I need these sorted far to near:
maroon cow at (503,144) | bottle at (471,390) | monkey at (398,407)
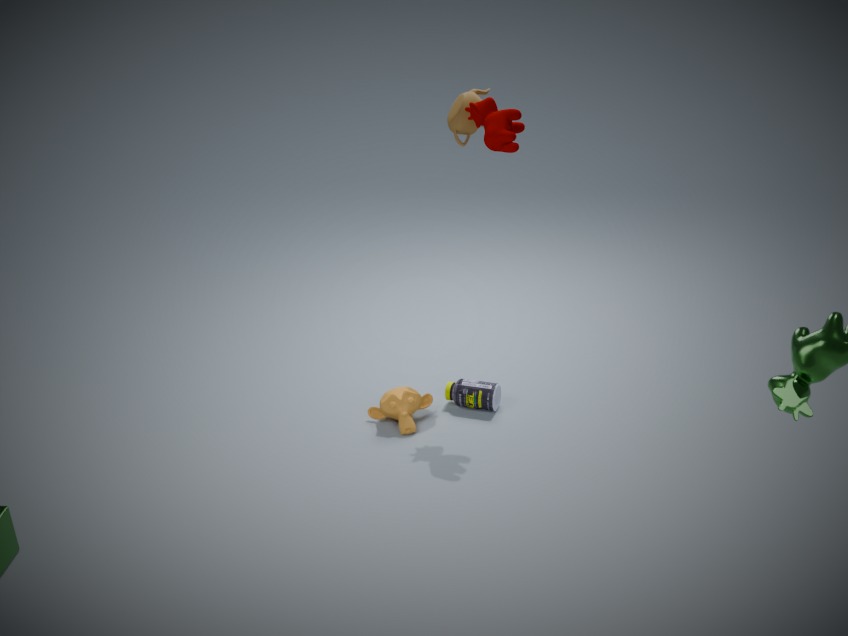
bottle at (471,390) < monkey at (398,407) < maroon cow at (503,144)
